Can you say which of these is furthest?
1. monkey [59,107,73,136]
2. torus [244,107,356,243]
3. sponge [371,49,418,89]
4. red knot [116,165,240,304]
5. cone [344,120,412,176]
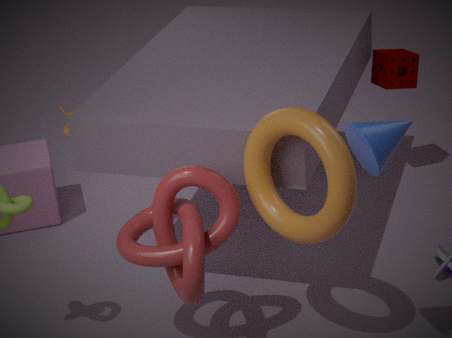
sponge [371,49,418,89]
